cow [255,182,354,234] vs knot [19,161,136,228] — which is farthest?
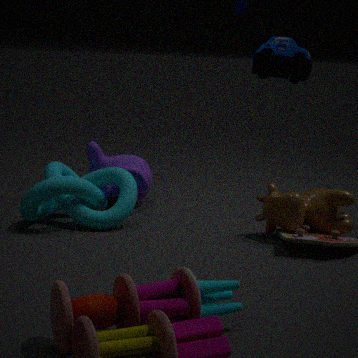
knot [19,161,136,228]
